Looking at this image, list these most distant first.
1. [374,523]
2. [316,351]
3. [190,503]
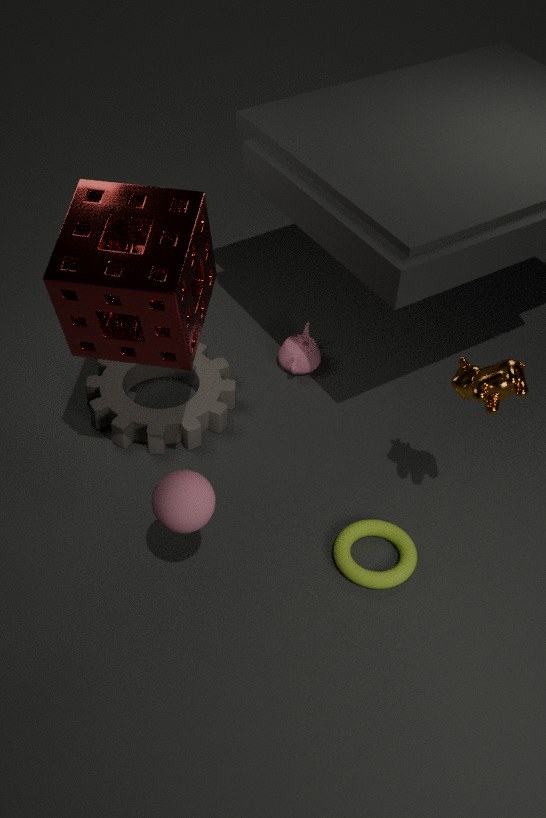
[316,351] < [374,523] < [190,503]
